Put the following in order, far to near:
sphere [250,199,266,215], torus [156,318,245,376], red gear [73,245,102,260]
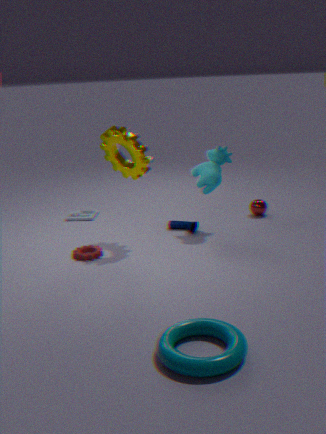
1. sphere [250,199,266,215]
2. red gear [73,245,102,260]
3. torus [156,318,245,376]
